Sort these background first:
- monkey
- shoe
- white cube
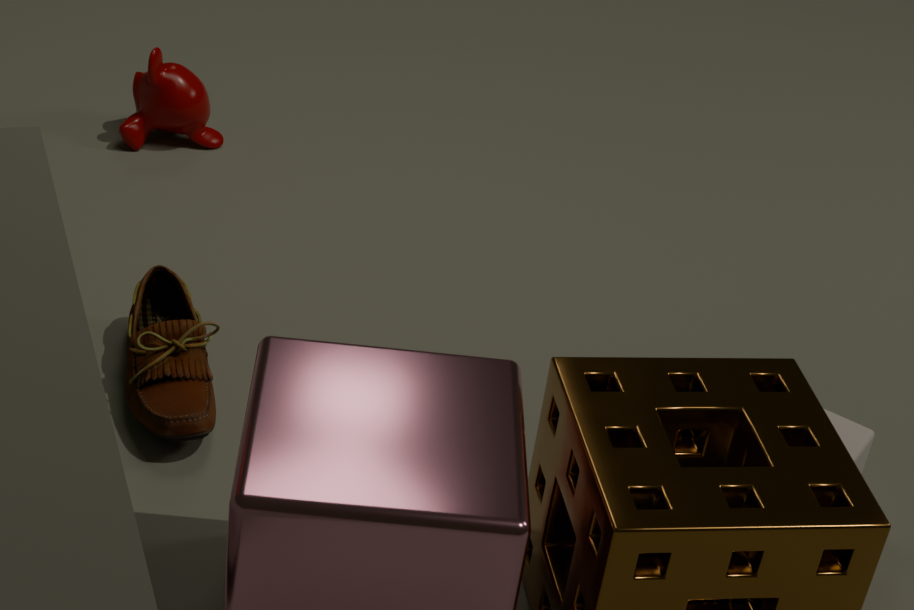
1. monkey
2. shoe
3. white cube
